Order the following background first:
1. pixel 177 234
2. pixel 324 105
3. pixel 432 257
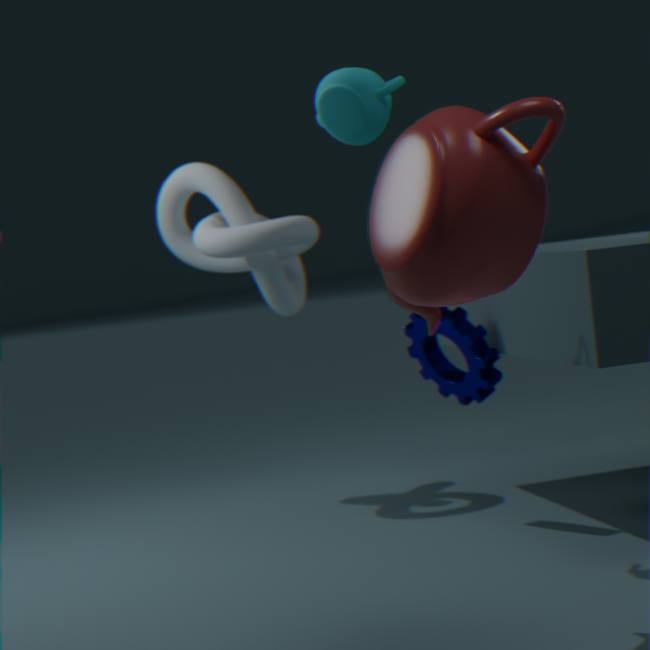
pixel 177 234, pixel 324 105, pixel 432 257
